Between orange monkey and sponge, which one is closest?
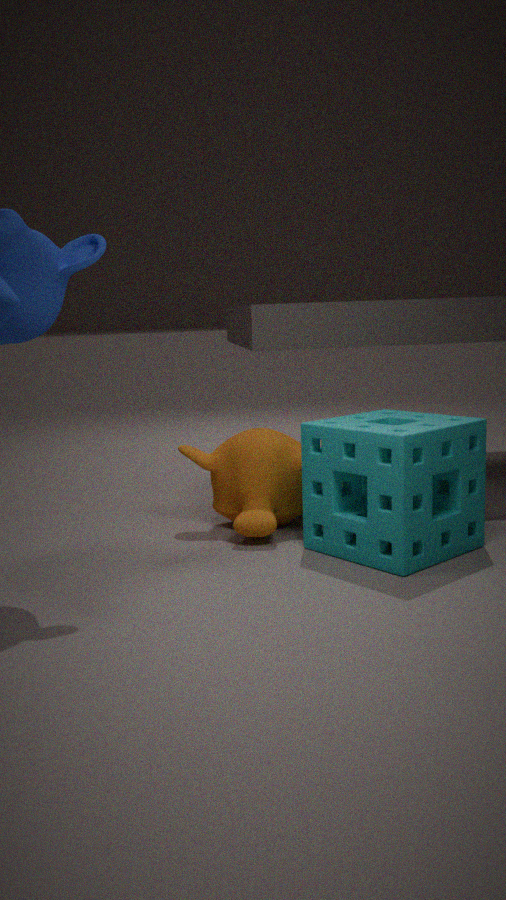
sponge
